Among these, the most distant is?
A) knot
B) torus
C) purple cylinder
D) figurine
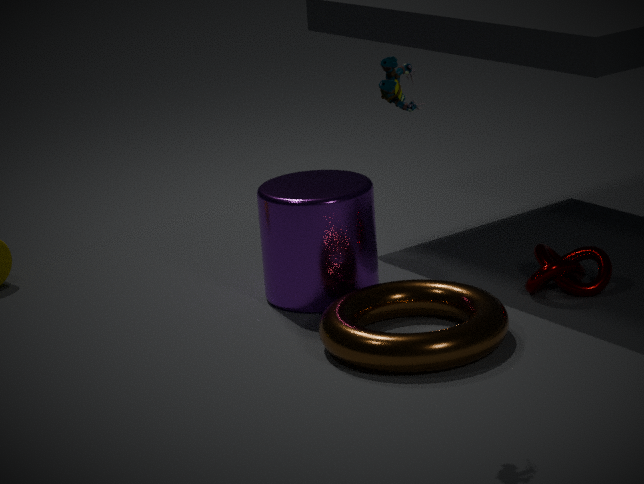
knot
